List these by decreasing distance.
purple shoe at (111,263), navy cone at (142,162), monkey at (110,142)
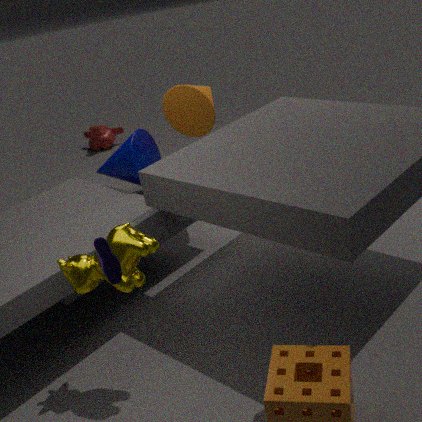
1. monkey at (110,142)
2. navy cone at (142,162)
3. purple shoe at (111,263)
